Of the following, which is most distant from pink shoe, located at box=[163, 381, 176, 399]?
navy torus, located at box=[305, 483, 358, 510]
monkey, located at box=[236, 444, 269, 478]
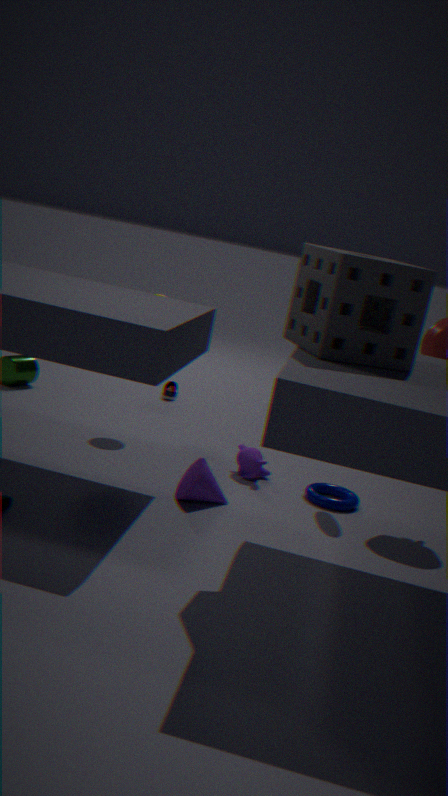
navy torus, located at box=[305, 483, 358, 510]
